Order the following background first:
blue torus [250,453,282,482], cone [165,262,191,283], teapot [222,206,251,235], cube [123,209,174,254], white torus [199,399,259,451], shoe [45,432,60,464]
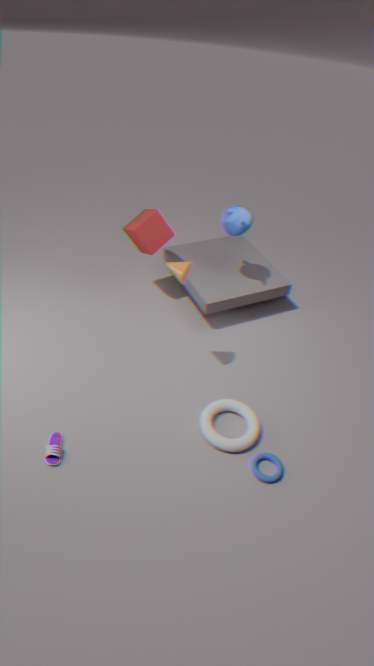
cube [123,209,174,254] < teapot [222,206,251,235] < cone [165,262,191,283] < white torus [199,399,259,451] < blue torus [250,453,282,482] < shoe [45,432,60,464]
